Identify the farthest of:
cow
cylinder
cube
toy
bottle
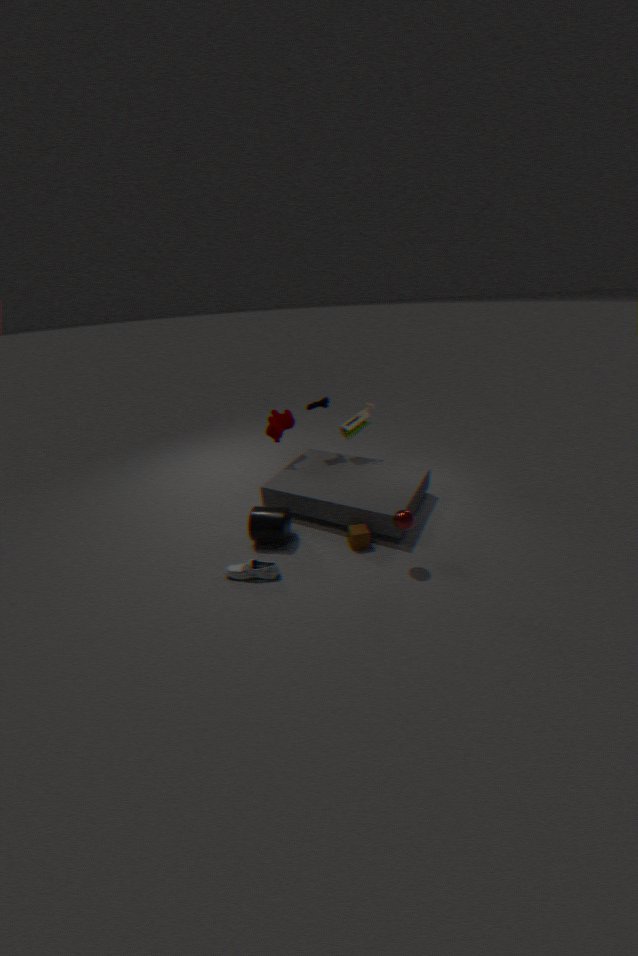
toy
